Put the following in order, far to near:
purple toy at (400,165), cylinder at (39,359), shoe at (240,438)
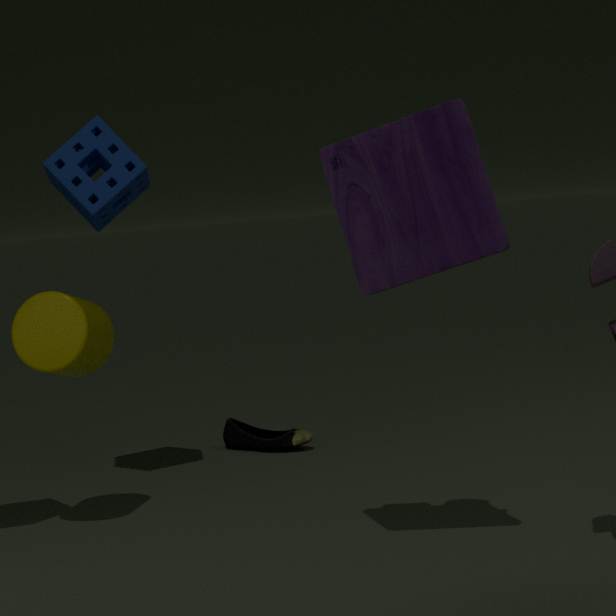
1. shoe at (240,438)
2. cylinder at (39,359)
3. purple toy at (400,165)
